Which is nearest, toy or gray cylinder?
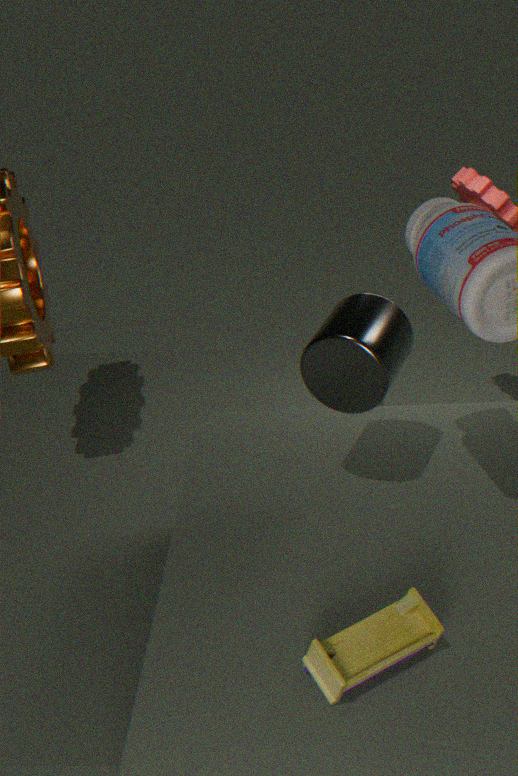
toy
